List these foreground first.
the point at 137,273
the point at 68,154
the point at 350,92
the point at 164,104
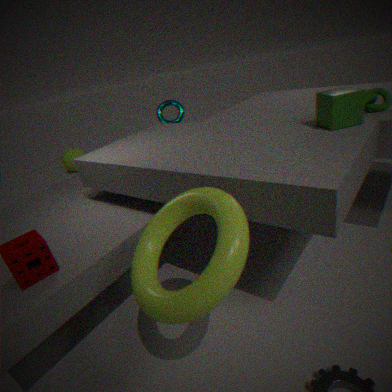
the point at 137,273, the point at 350,92, the point at 164,104, the point at 68,154
